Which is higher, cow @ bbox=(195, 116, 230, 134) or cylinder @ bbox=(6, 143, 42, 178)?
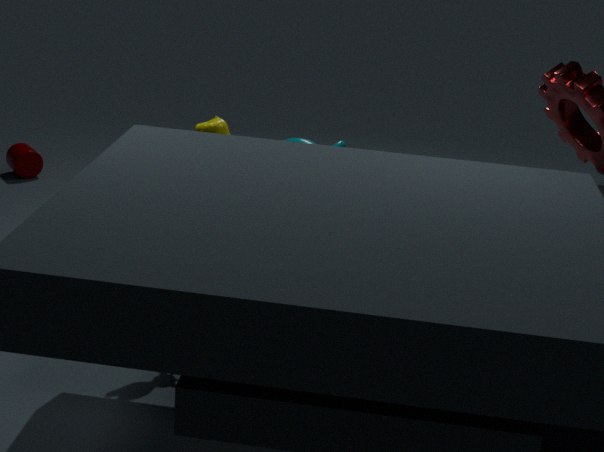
cow @ bbox=(195, 116, 230, 134)
